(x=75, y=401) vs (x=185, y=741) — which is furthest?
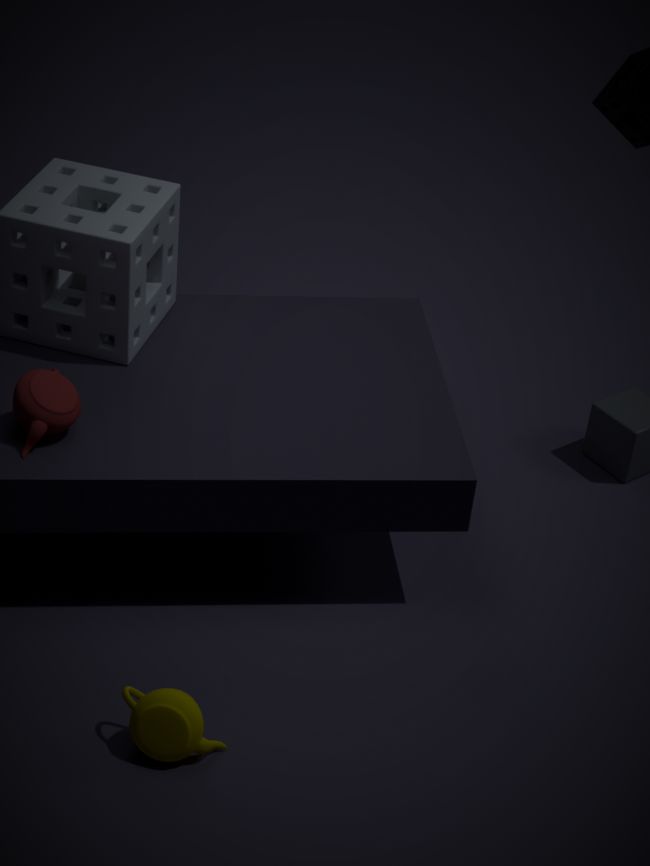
(x=75, y=401)
